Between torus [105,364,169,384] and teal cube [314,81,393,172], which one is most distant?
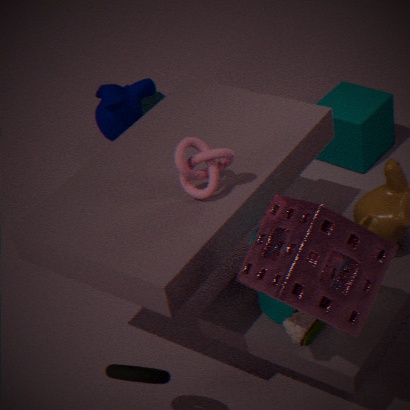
teal cube [314,81,393,172]
